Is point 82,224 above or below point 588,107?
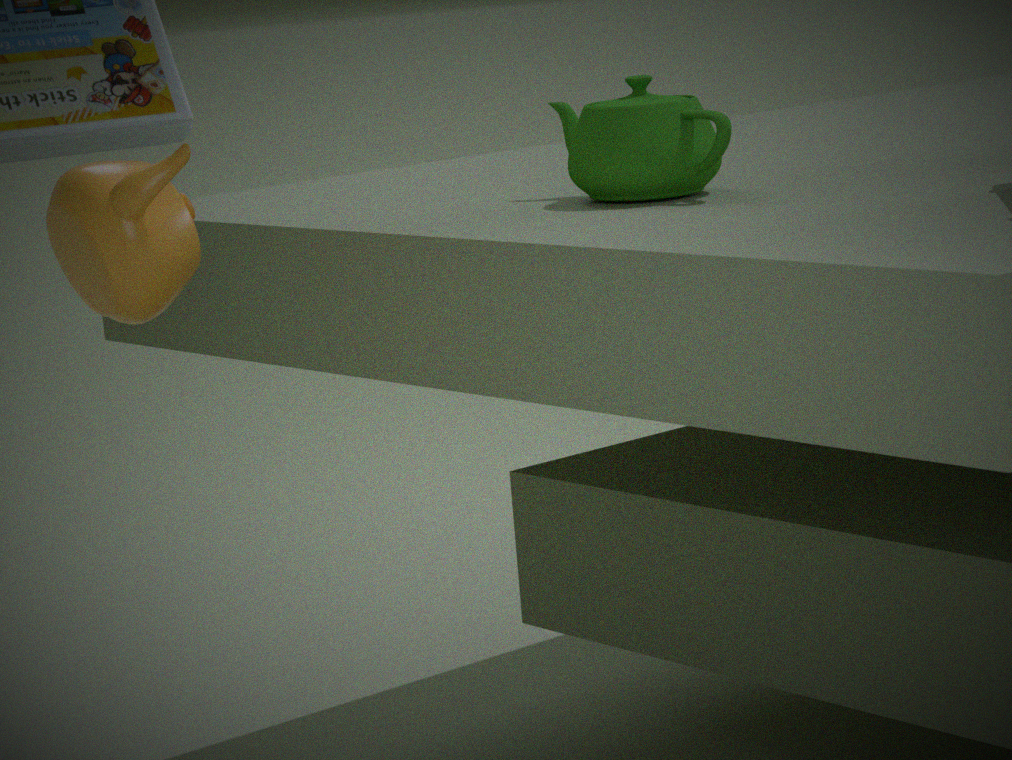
below
